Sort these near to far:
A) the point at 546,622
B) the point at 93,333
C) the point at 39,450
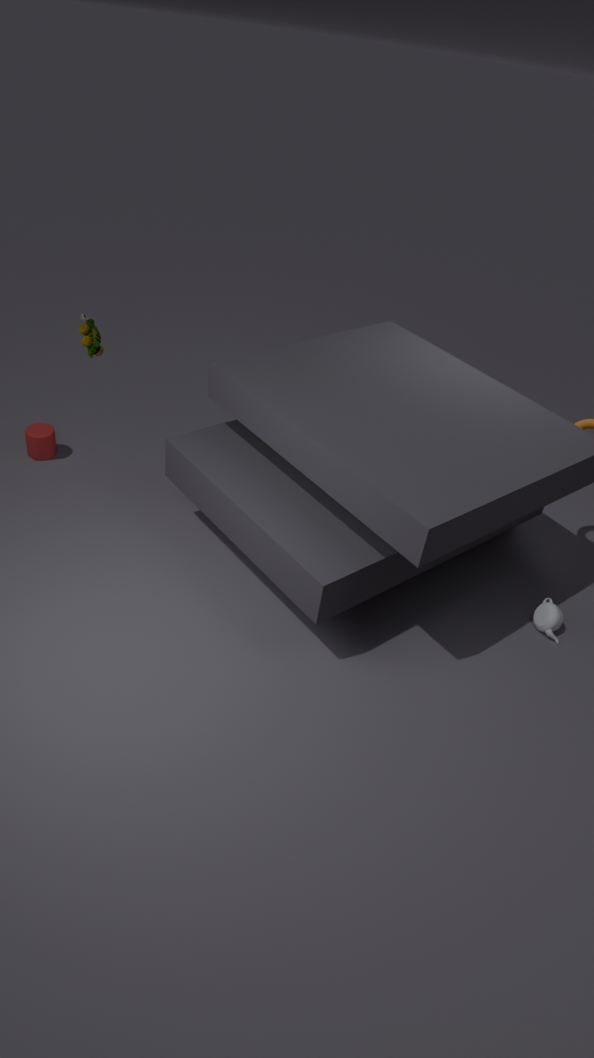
1. B. the point at 93,333
2. A. the point at 546,622
3. C. the point at 39,450
